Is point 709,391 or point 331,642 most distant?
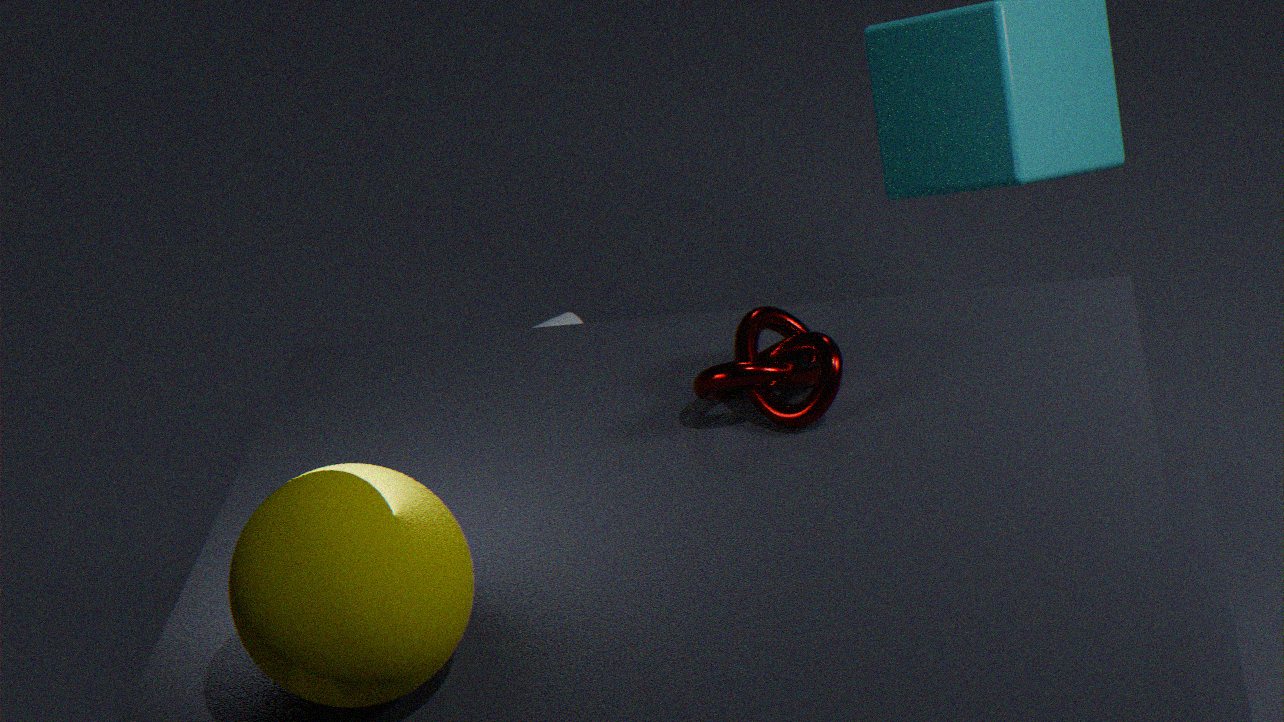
point 709,391
